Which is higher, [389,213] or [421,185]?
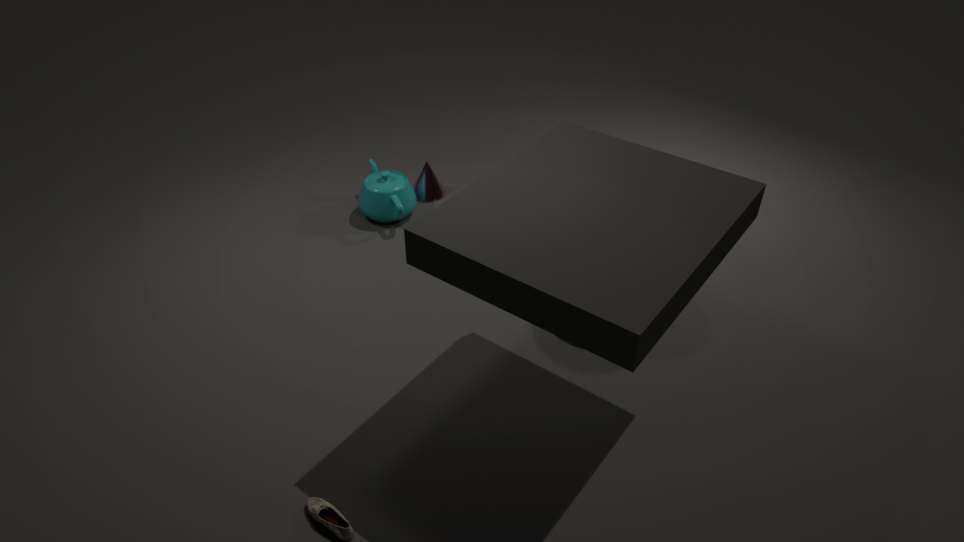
[389,213]
